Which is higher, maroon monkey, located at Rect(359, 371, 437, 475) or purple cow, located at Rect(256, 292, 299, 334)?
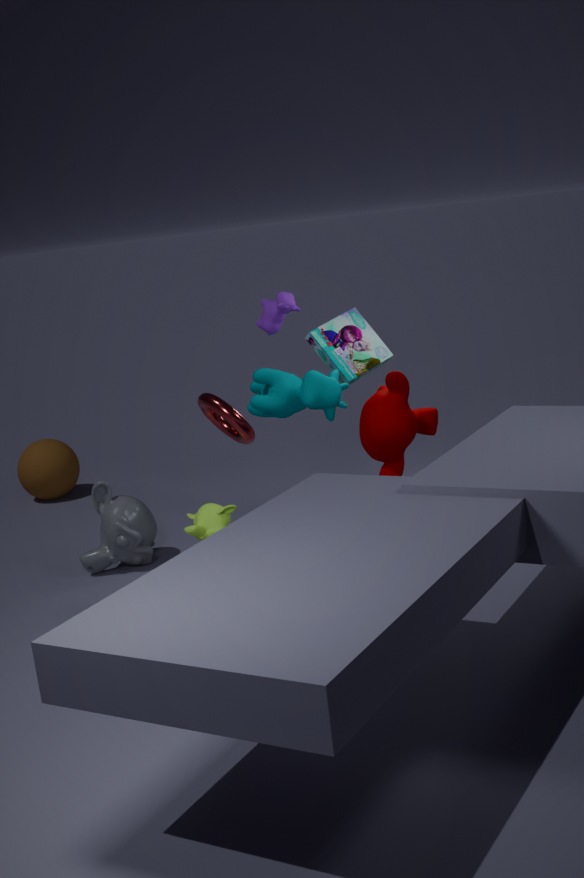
purple cow, located at Rect(256, 292, 299, 334)
